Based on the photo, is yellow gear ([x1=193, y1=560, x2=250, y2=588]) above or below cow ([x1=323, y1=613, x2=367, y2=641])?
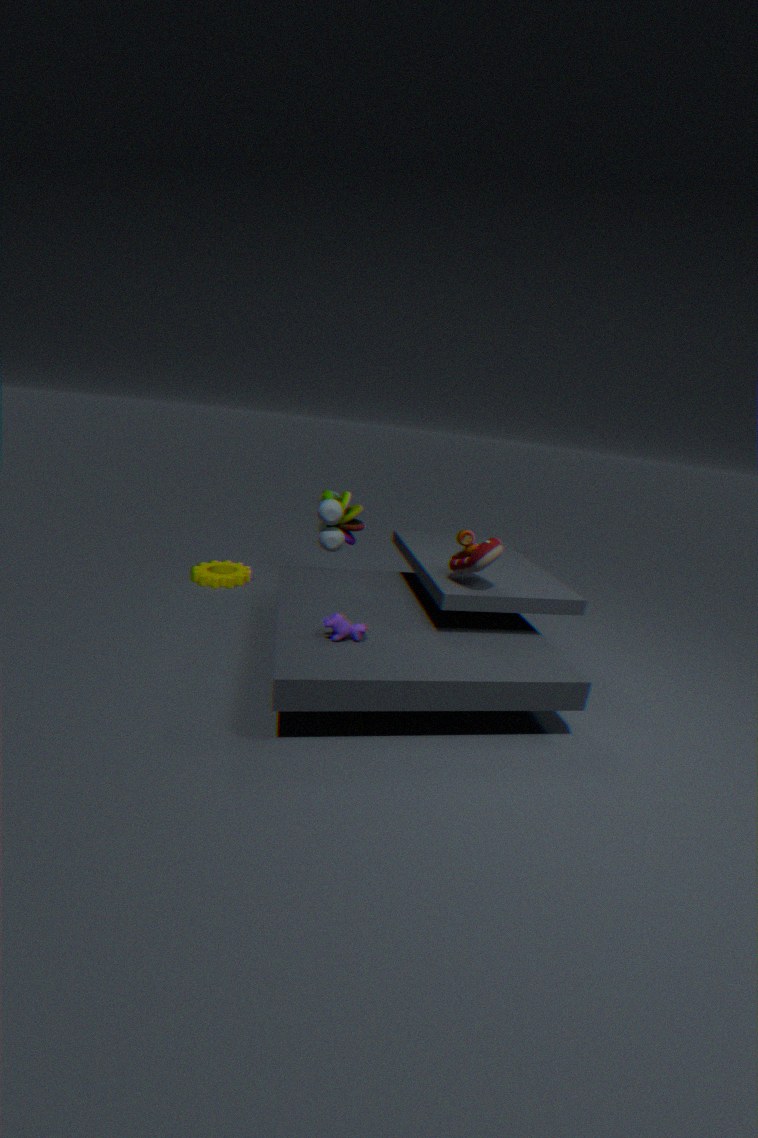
below
